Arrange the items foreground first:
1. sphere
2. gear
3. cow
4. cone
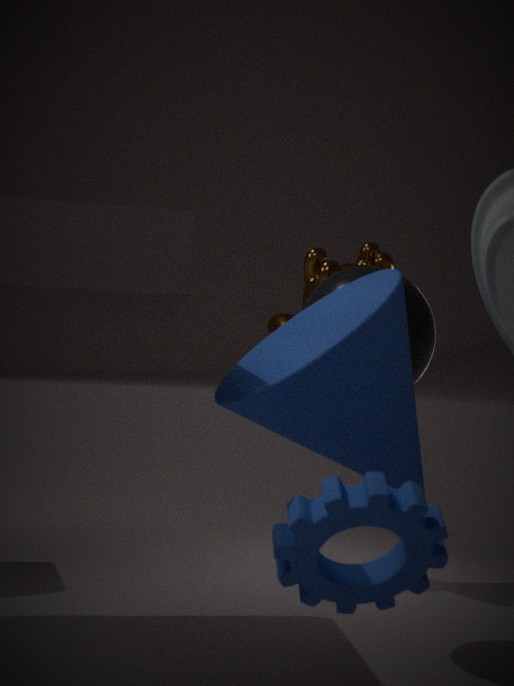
gear → cone → sphere → cow
